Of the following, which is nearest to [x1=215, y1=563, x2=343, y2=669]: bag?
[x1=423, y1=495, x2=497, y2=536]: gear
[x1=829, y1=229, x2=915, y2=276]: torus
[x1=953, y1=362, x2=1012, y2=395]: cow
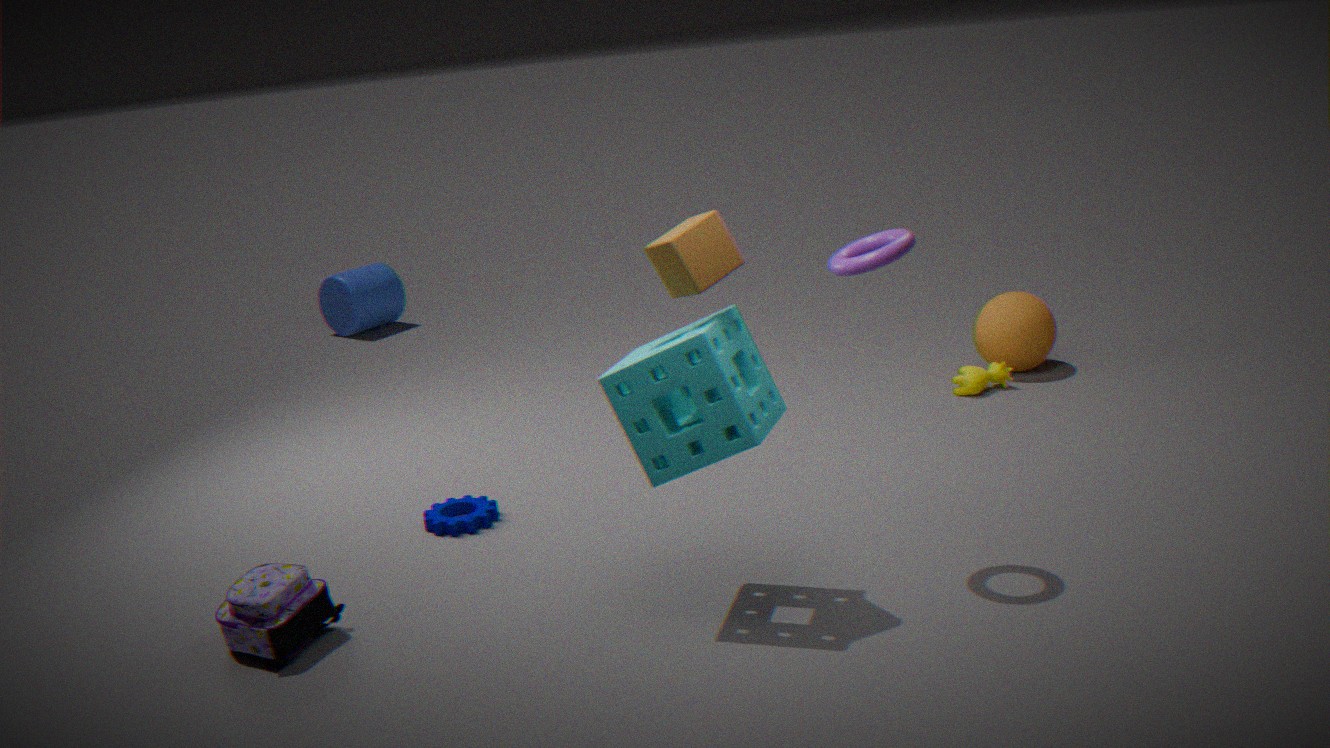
[x1=423, y1=495, x2=497, y2=536]: gear
